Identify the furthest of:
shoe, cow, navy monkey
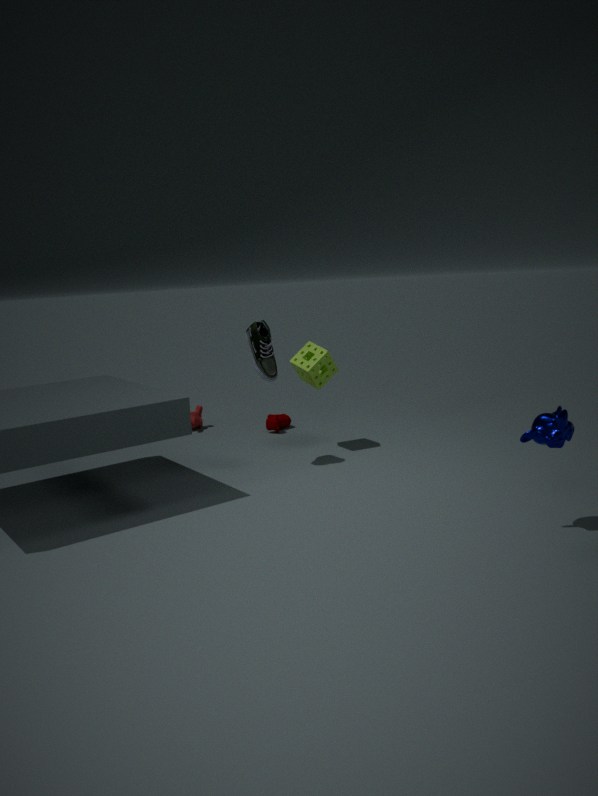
cow
